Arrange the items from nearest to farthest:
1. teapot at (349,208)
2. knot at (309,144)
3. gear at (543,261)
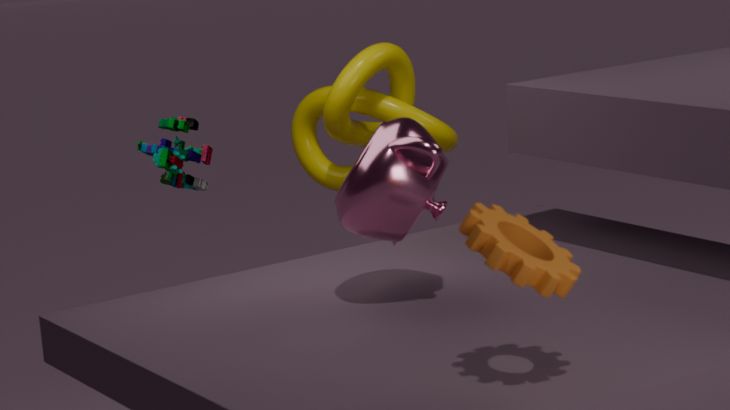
gear at (543,261) < teapot at (349,208) < knot at (309,144)
